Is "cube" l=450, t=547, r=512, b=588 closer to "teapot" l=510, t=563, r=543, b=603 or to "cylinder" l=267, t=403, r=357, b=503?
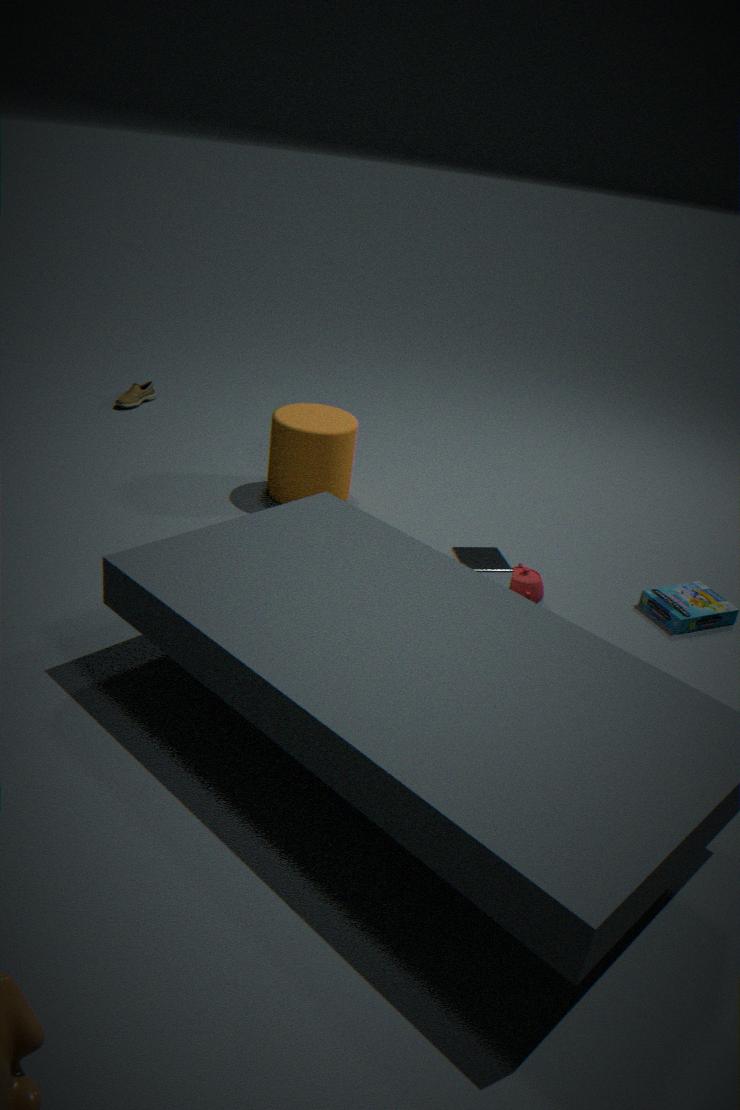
"teapot" l=510, t=563, r=543, b=603
